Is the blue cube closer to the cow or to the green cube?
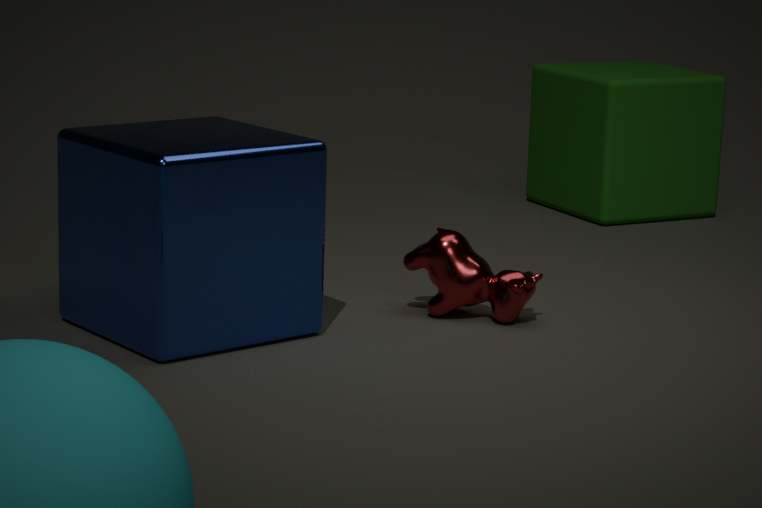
the cow
